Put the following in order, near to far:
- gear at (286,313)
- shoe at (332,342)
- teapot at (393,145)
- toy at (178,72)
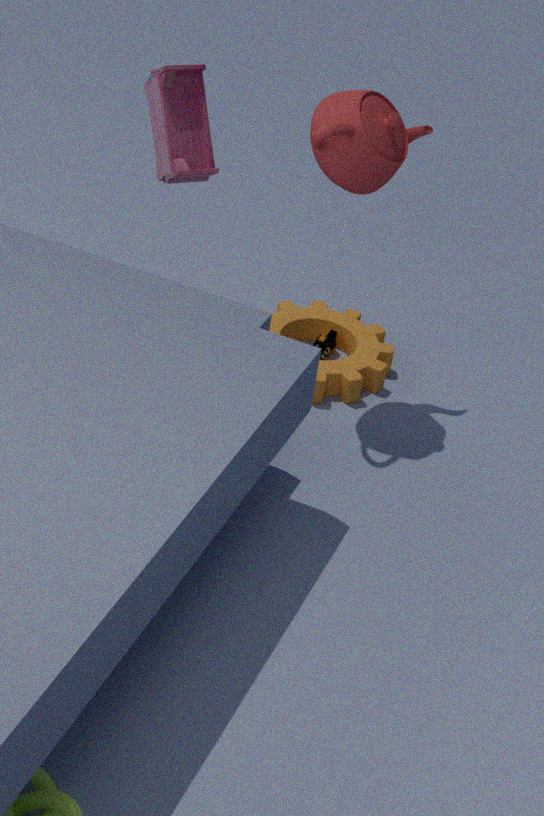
teapot at (393,145) < toy at (178,72) < gear at (286,313) < shoe at (332,342)
